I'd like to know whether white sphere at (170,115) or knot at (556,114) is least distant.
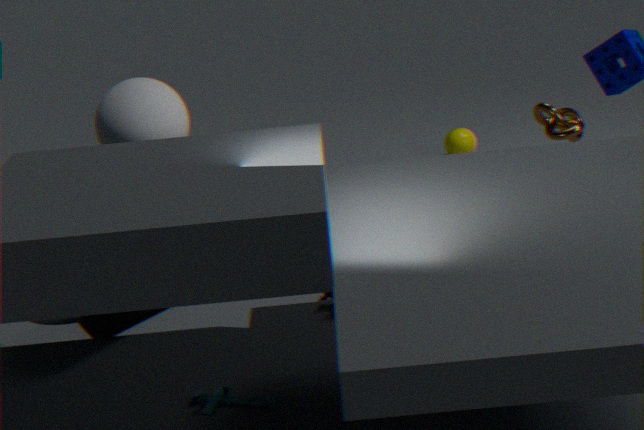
white sphere at (170,115)
